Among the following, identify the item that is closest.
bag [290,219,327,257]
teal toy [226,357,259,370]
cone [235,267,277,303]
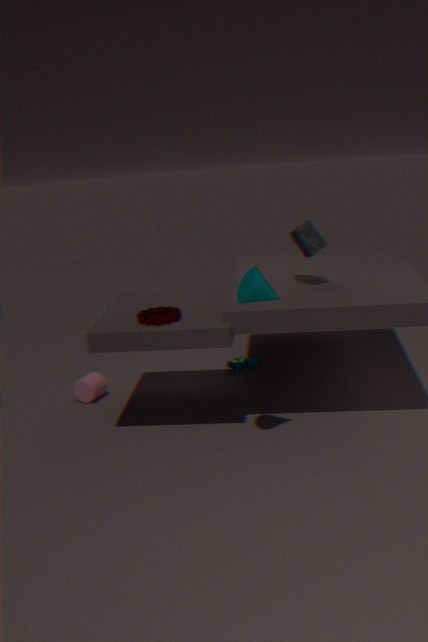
cone [235,267,277,303]
